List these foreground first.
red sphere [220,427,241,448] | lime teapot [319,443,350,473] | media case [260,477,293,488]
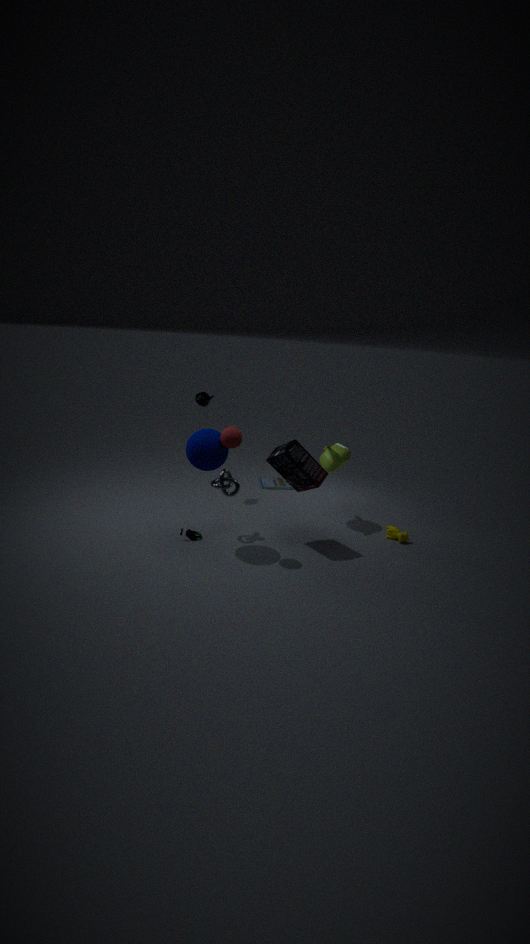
red sphere [220,427,241,448], lime teapot [319,443,350,473], media case [260,477,293,488]
